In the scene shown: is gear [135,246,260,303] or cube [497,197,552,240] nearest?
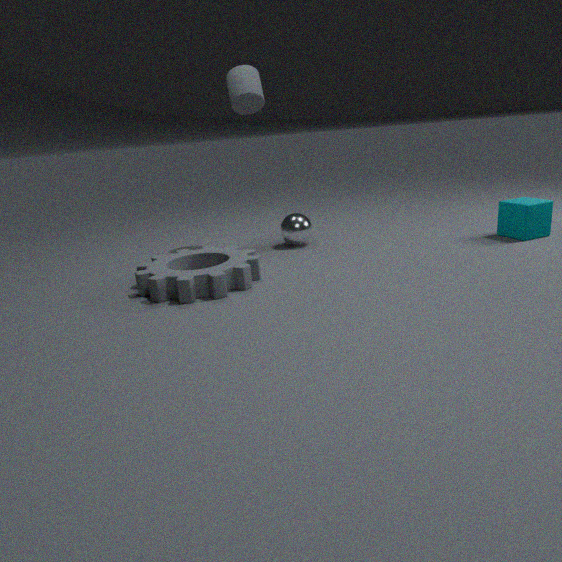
gear [135,246,260,303]
